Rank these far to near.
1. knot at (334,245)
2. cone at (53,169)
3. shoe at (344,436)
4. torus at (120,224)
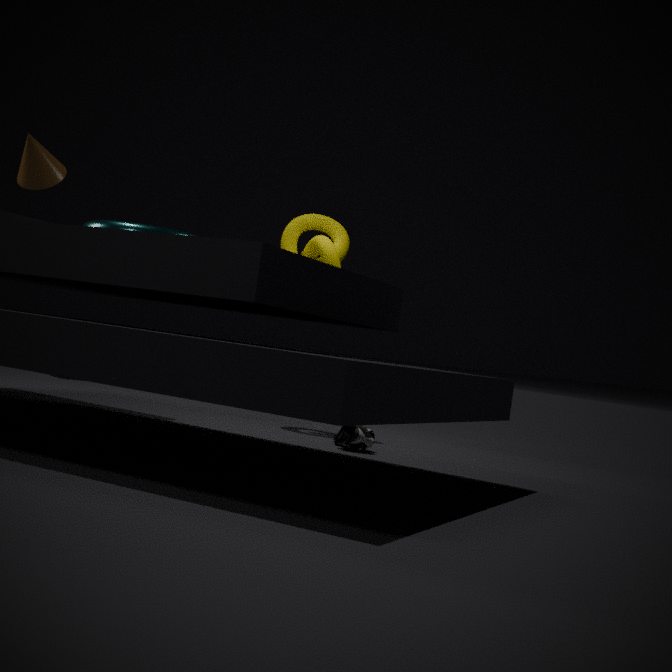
knot at (334,245), cone at (53,169), shoe at (344,436), torus at (120,224)
